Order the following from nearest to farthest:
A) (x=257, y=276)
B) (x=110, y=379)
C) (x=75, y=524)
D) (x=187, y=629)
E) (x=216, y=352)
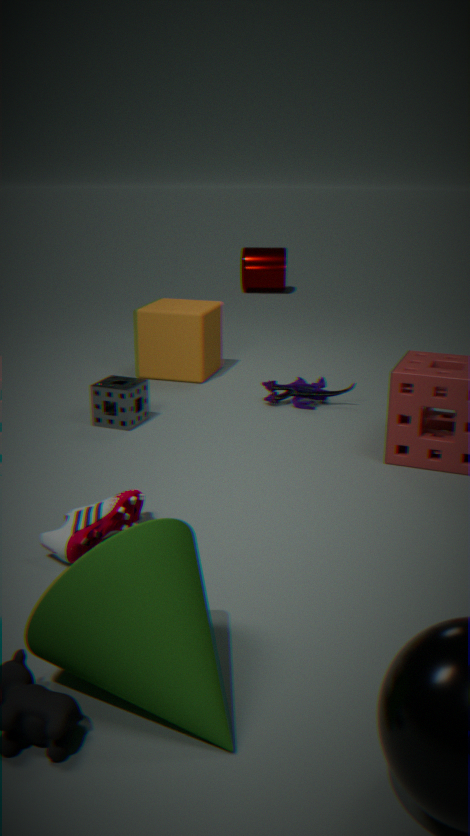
(x=187, y=629), (x=75, y=524), (x=110, y=379), (x=216, y=352), (x=257, y=276)
